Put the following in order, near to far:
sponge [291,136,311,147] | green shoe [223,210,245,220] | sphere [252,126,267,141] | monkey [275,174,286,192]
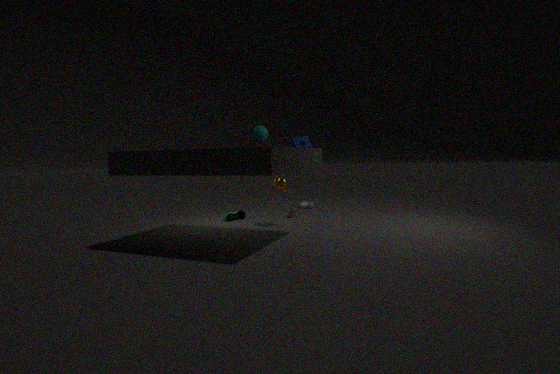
sphere [252,126,267,141]
sponge [291,136,311,147]
monkey [275,174,286,192]
green shoe [223,210,245,220]
